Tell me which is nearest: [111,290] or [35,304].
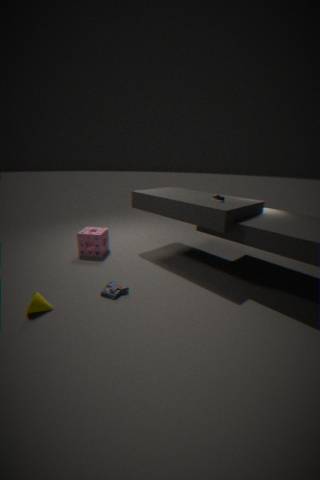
[35,304]
